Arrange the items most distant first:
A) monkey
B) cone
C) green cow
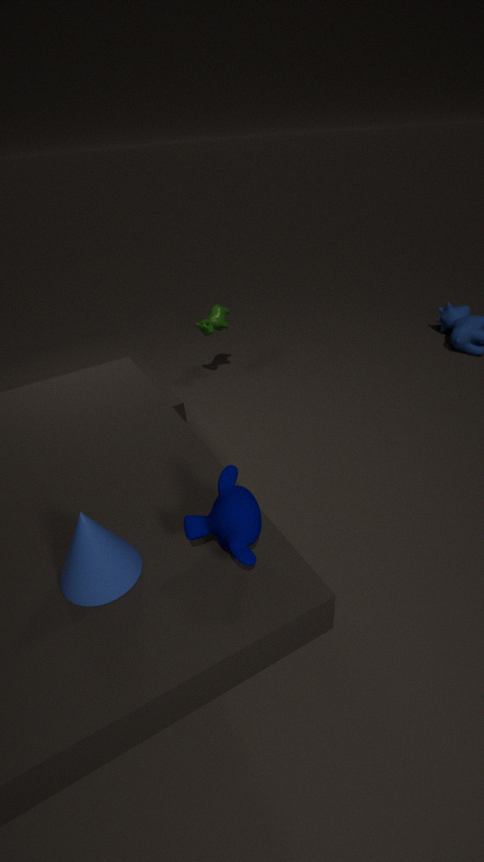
1. C. green cow
2. B. cone
3. A. monkey
